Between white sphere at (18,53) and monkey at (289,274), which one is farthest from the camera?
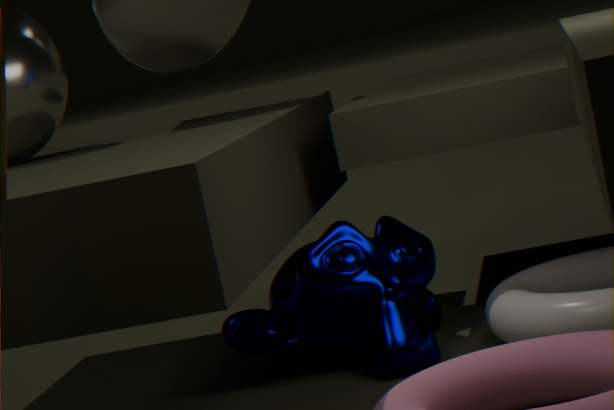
white sphere at (18,53)
